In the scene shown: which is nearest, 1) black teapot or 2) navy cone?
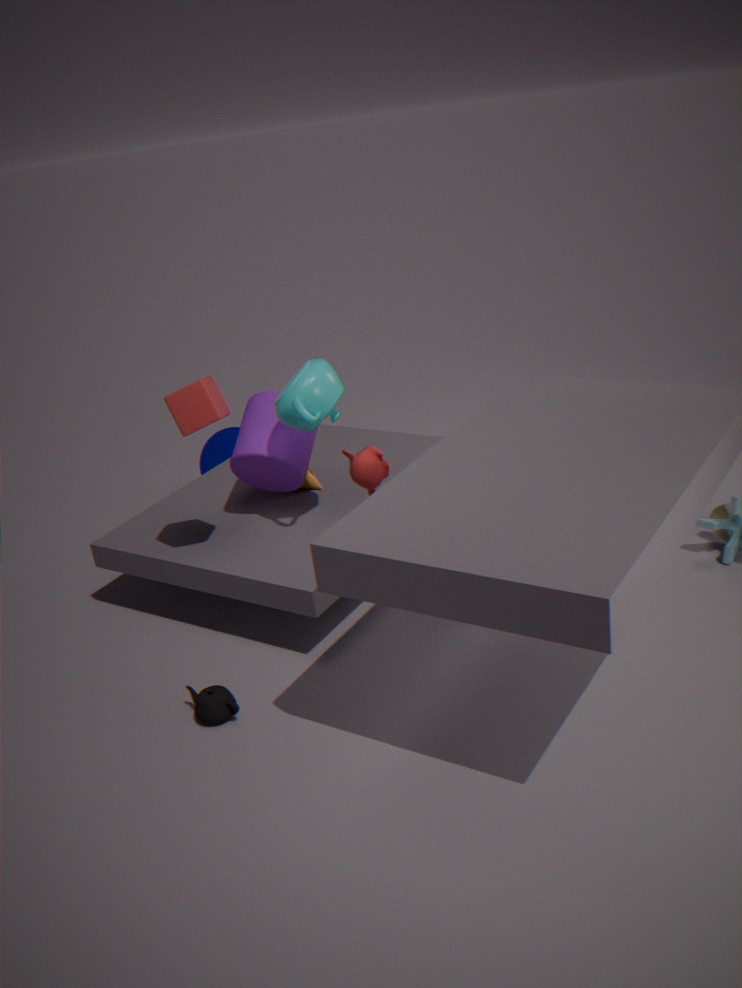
1. black teapot
